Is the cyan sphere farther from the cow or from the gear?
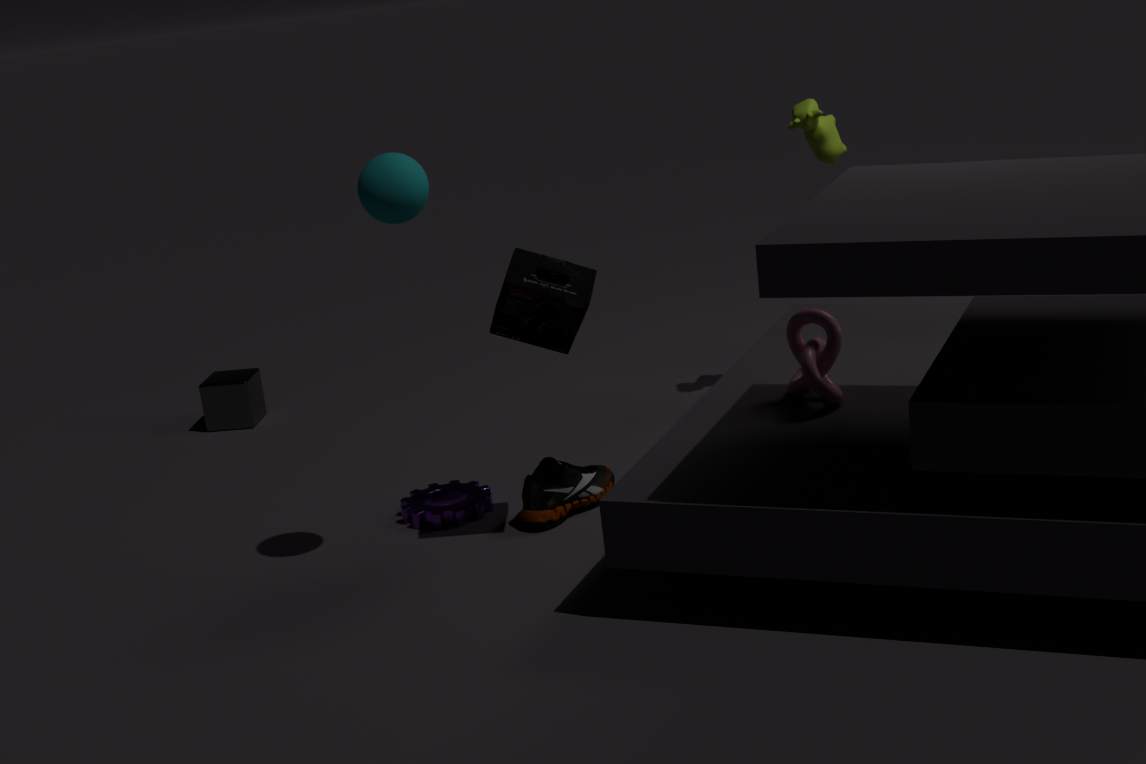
the cow
